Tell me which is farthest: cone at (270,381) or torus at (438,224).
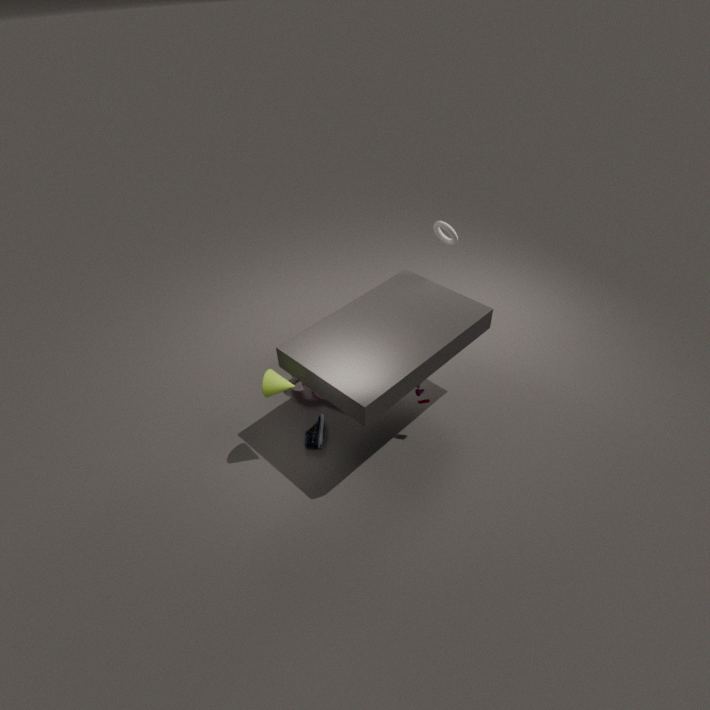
torus at (438,224)
